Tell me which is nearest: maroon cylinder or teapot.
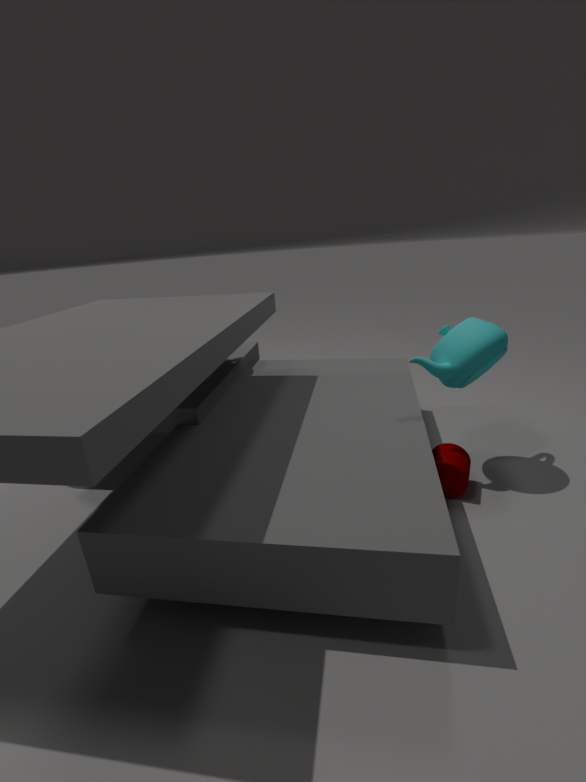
teapot
